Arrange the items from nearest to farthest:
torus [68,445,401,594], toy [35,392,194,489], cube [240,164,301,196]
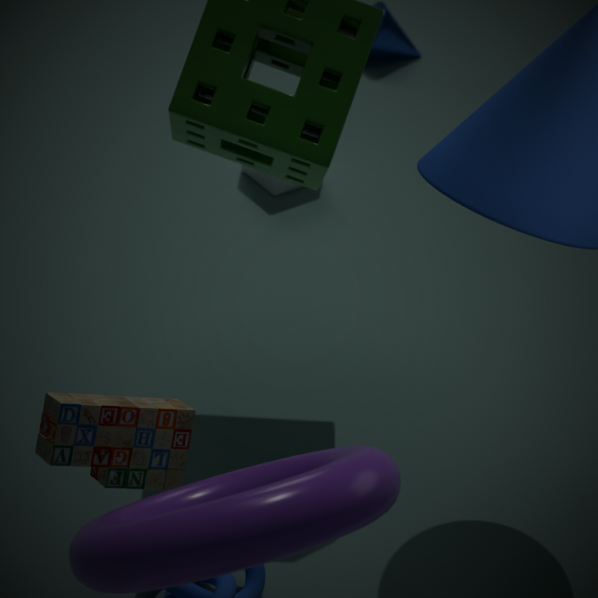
1. torus [68,445,401,594]
2. toy [35,392,194,489]
3. cube [240,164,301,196]
